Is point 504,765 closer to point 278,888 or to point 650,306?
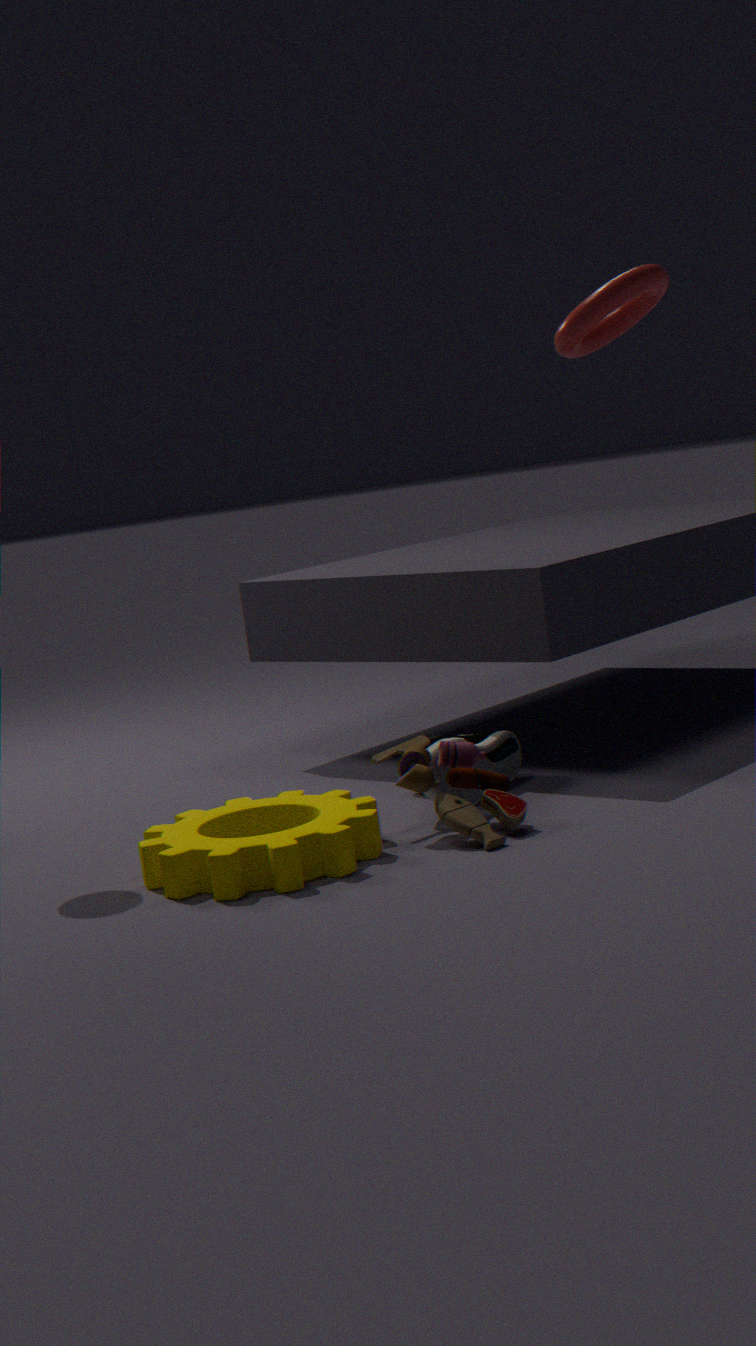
point 278,888
